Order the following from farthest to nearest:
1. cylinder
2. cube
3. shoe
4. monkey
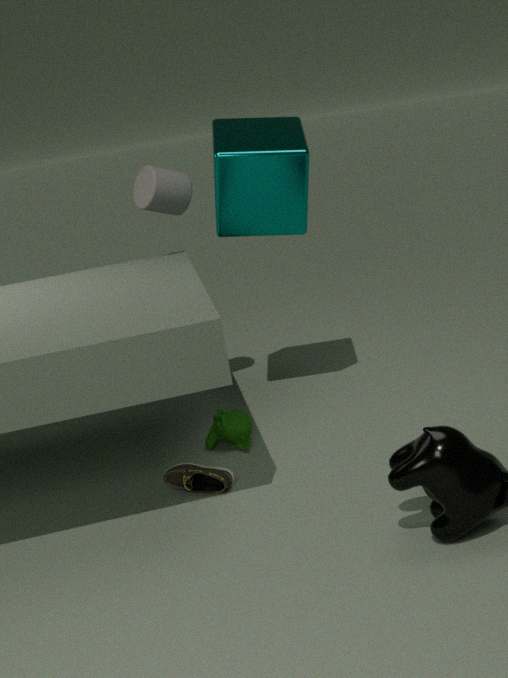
cylinder, monkey, cube, shoe
